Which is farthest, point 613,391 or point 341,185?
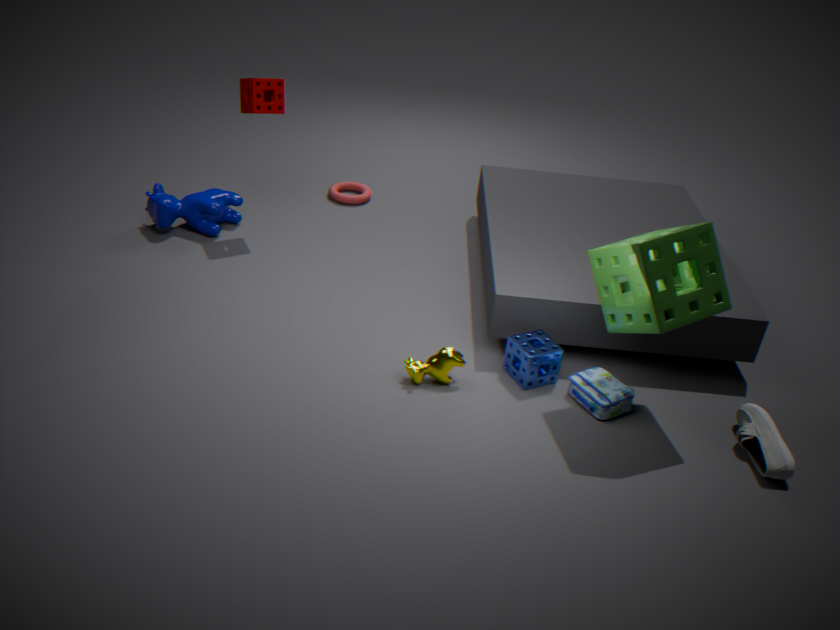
point 341,185
